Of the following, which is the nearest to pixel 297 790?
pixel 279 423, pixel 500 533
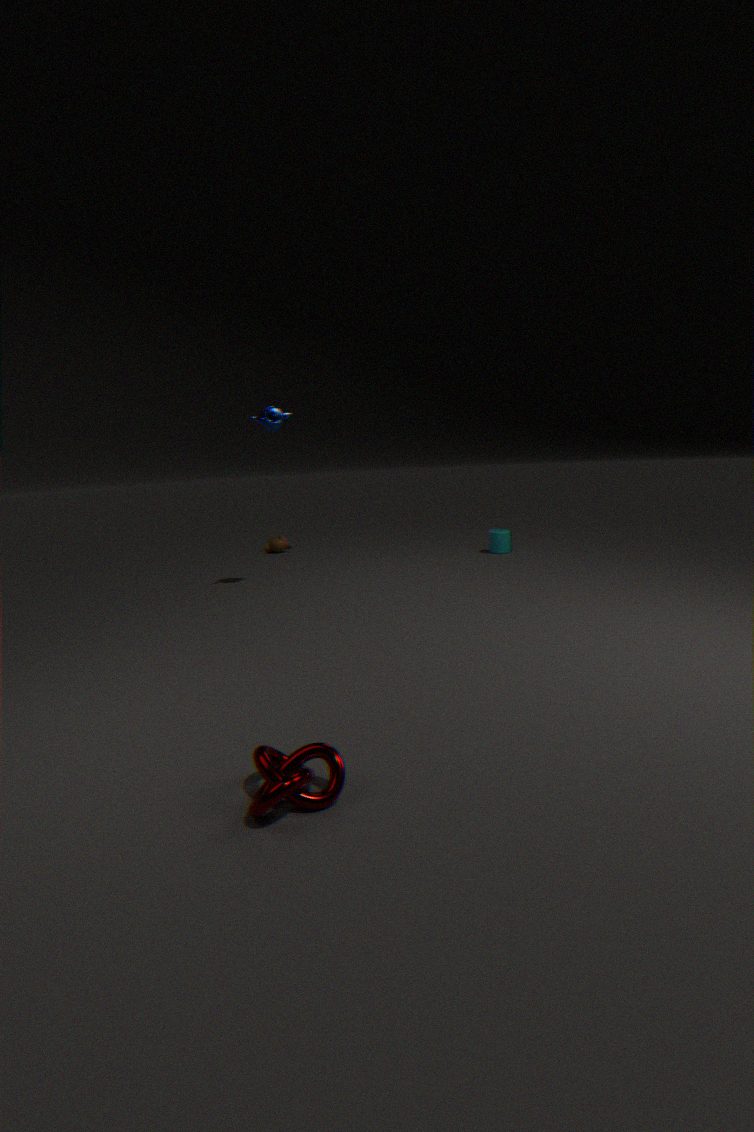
pixel 279 423
